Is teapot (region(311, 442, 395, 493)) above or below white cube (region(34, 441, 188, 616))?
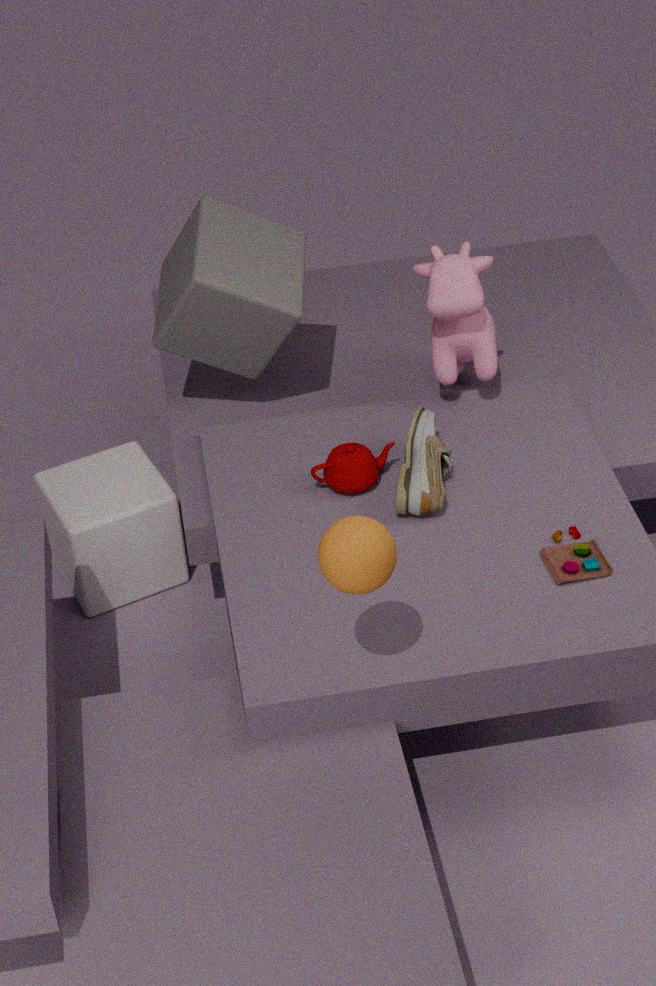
above
